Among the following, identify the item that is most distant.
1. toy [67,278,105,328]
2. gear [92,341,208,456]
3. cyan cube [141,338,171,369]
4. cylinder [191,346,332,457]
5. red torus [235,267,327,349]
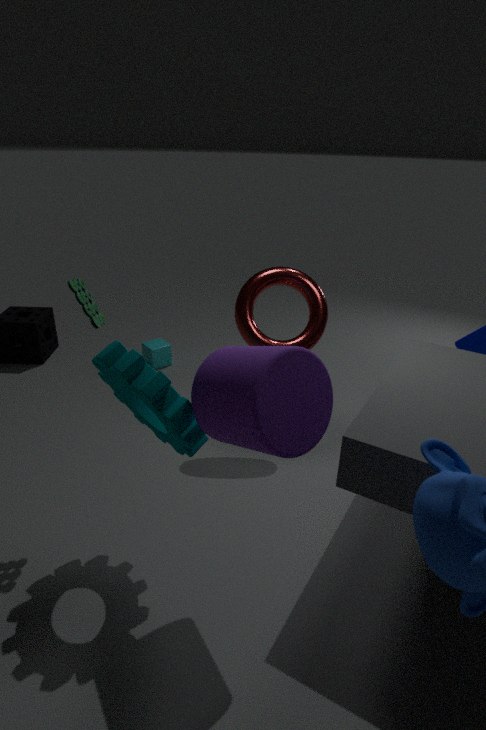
cyan cube [141,338,171,369]
